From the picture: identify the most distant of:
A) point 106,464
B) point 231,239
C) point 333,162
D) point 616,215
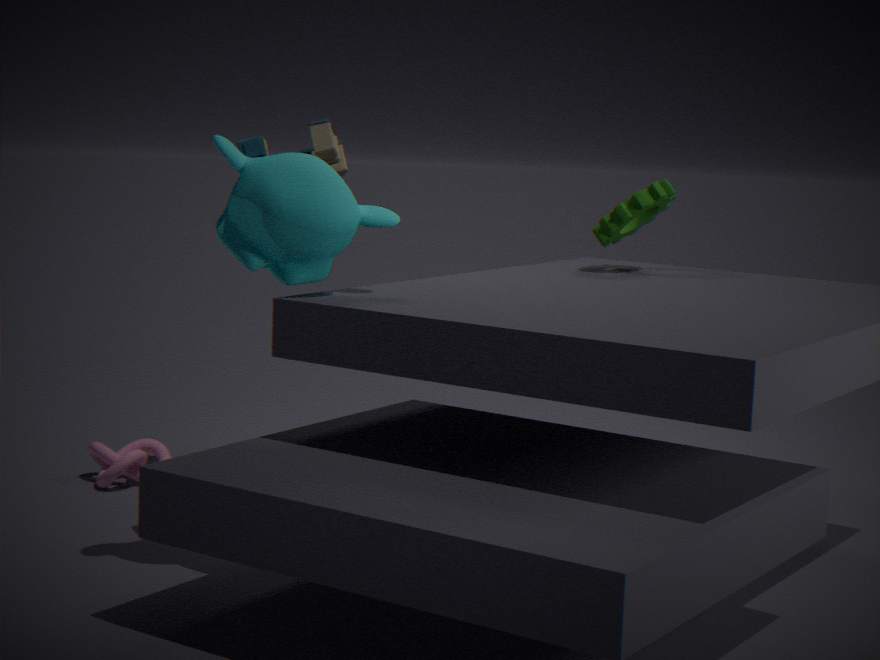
point 106,464
